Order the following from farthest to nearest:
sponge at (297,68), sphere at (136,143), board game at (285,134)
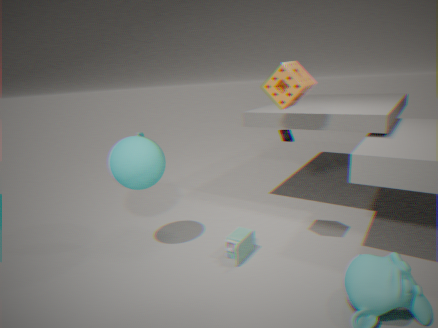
board game at (285,134), sphere at (136,143), sponge at (297,68)
